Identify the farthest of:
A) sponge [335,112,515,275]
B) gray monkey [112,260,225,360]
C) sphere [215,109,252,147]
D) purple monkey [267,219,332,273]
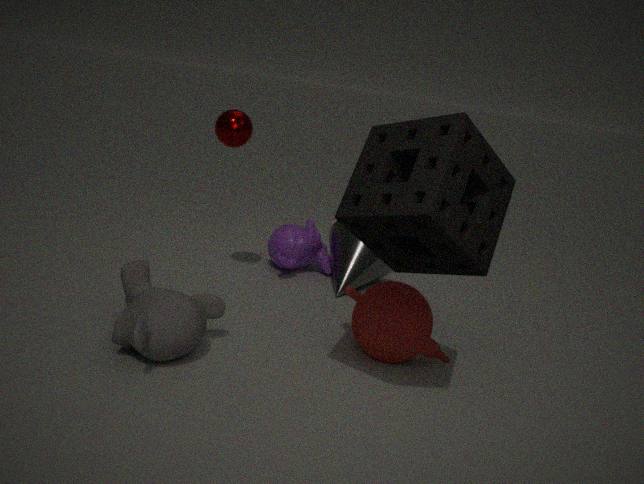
purple monkey [267,219,332,273]
